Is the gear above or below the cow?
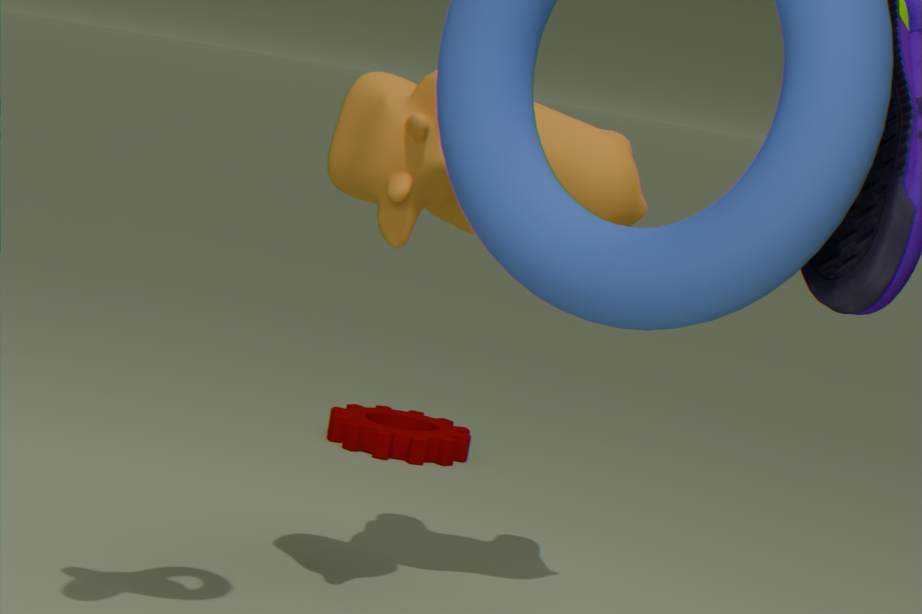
below
